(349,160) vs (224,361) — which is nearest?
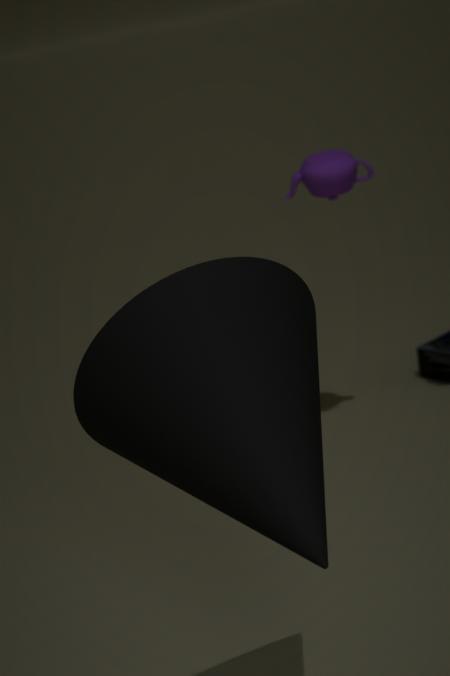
(224,361)
